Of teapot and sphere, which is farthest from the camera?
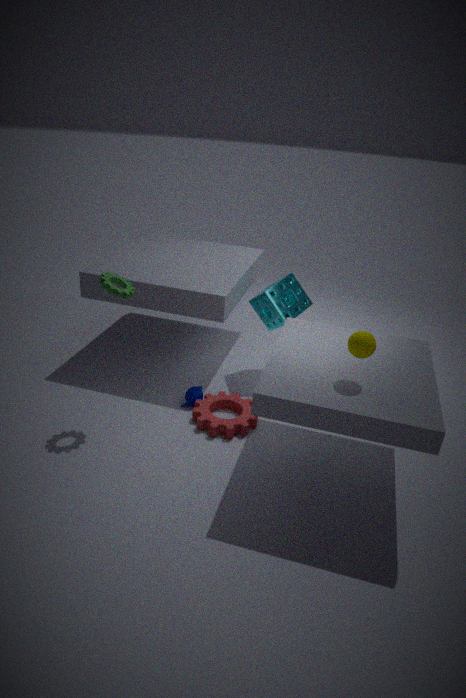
teapot
